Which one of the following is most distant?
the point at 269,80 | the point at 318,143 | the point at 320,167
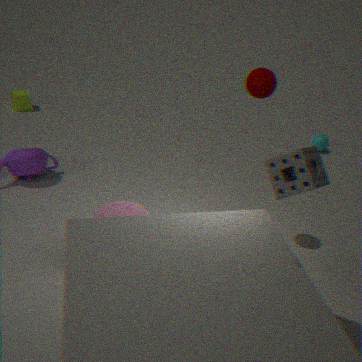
the point at 318,143
